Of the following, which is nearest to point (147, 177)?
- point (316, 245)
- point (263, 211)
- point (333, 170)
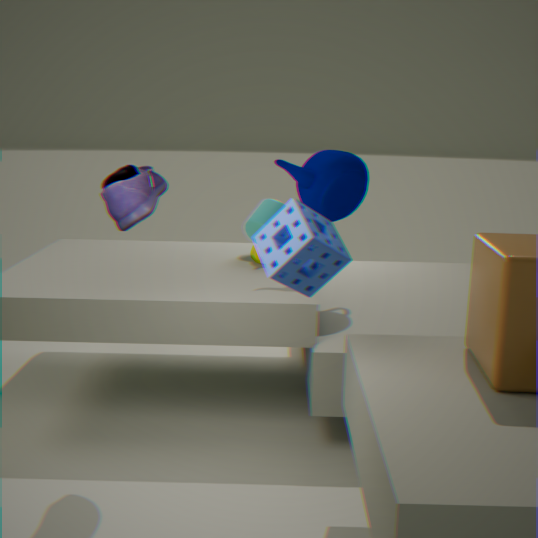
point (316, 245)
